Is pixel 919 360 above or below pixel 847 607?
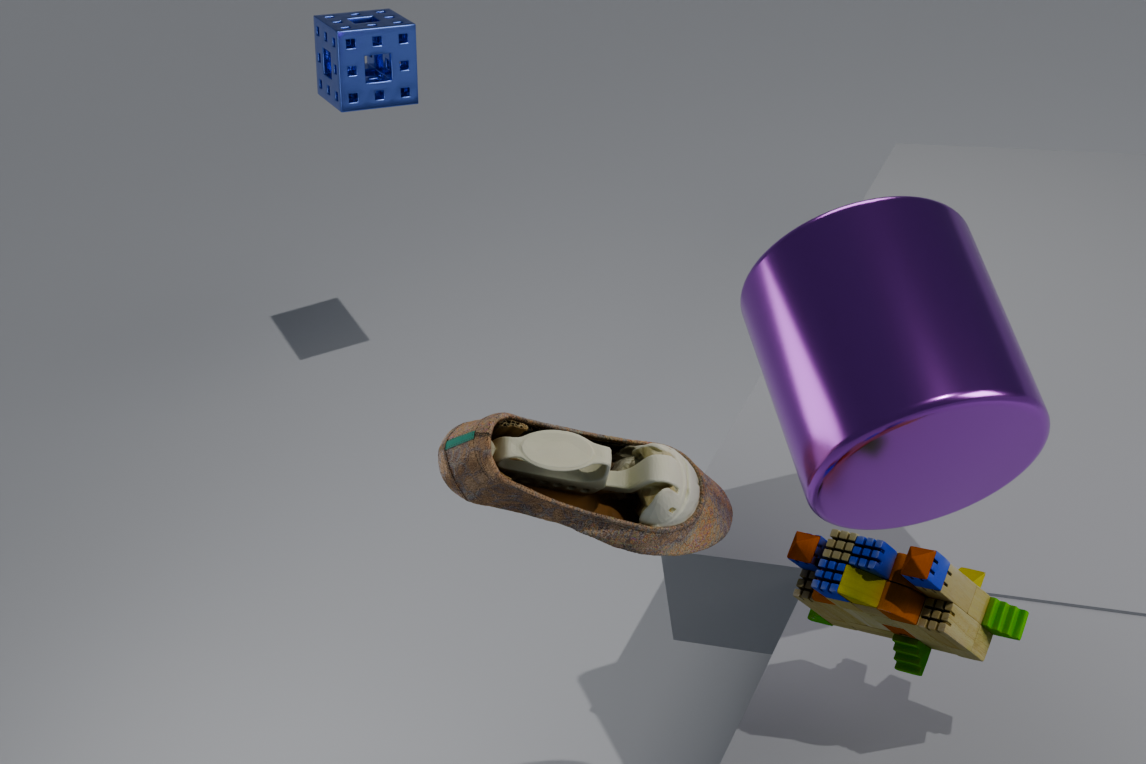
above
